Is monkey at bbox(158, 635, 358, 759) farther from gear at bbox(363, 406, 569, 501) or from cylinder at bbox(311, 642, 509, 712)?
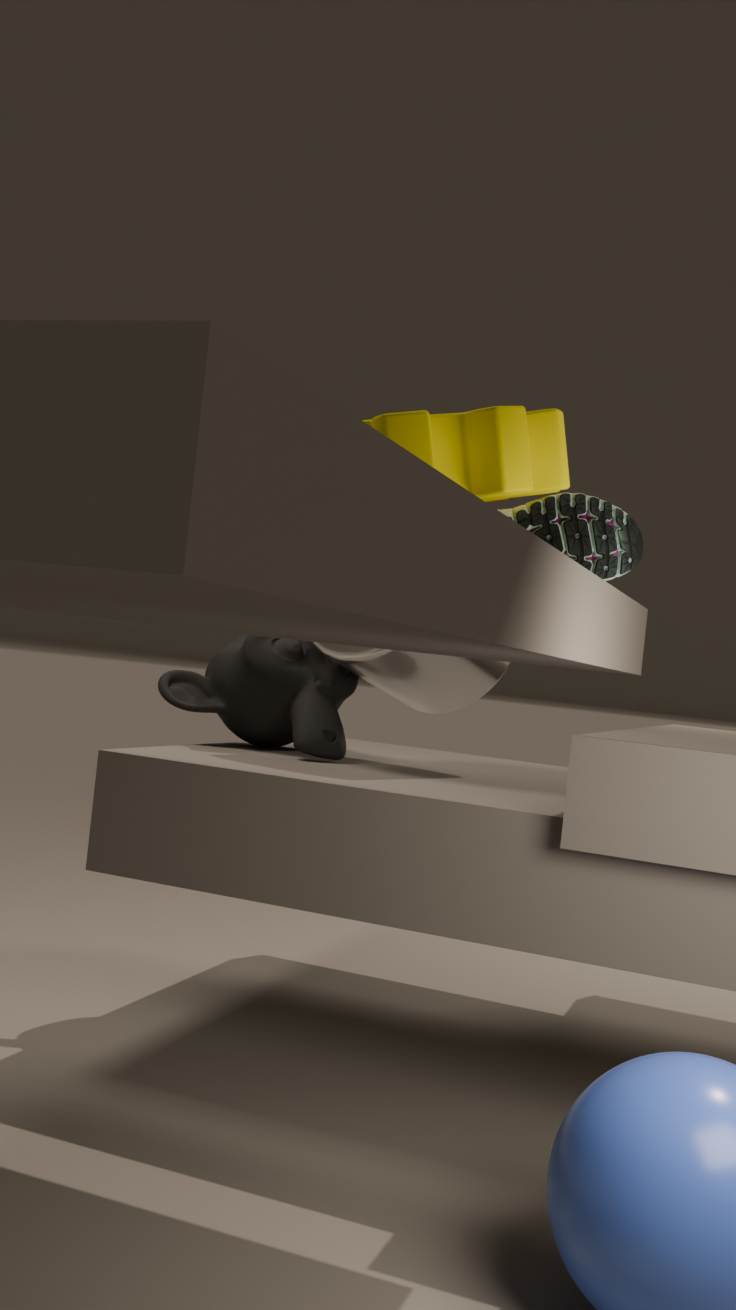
gear at bbox(363, 406, 569, 501)
